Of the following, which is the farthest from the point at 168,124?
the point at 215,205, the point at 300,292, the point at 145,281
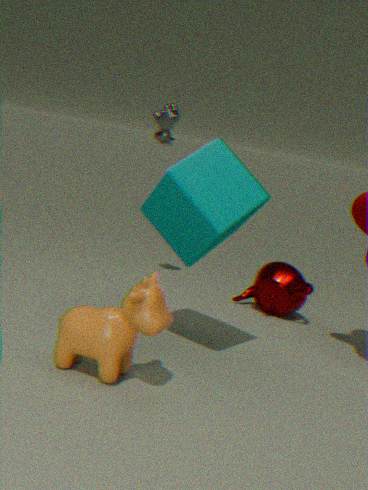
the point at 145,281
